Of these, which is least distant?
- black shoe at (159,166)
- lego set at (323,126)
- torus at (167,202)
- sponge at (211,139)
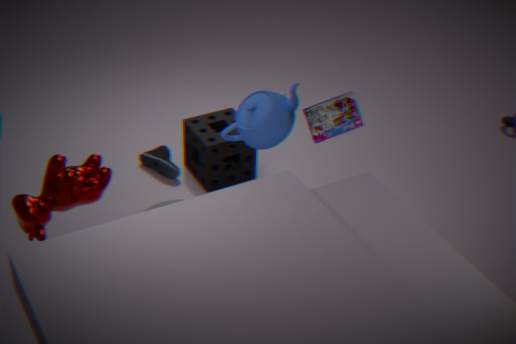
lego set at (323,126)
